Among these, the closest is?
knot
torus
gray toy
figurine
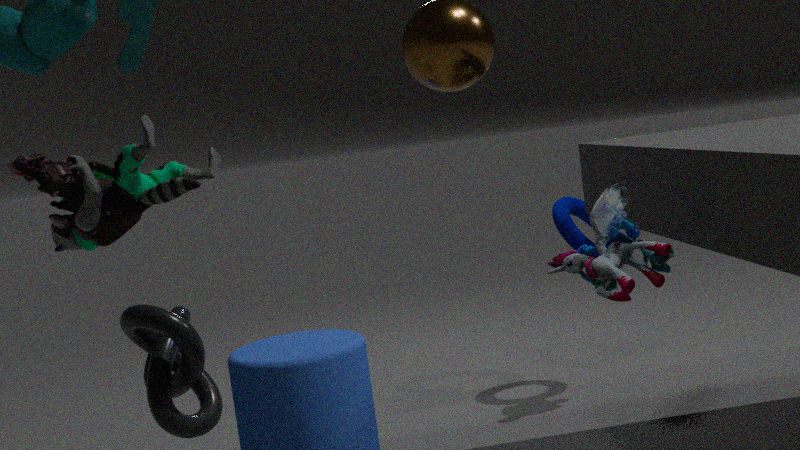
knot
